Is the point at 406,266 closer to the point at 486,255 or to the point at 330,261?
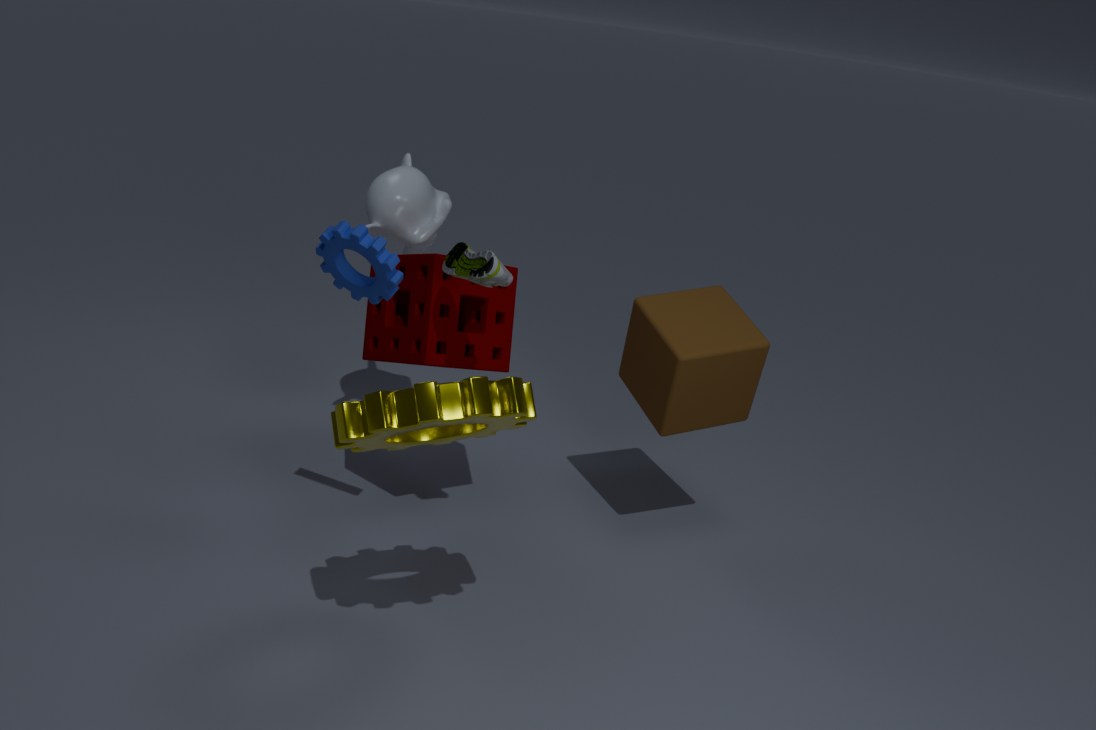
the point at 486,255
